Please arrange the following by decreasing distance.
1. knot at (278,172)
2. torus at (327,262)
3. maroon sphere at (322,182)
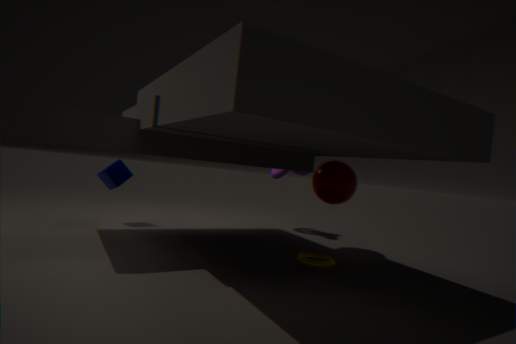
knot at (278,172)
maroon sphere at (322,182)
torus at (327,262)
